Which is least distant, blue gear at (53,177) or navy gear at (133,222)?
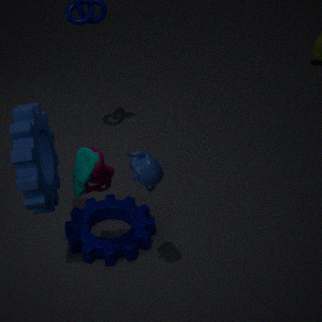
blue gear at (53,177)
